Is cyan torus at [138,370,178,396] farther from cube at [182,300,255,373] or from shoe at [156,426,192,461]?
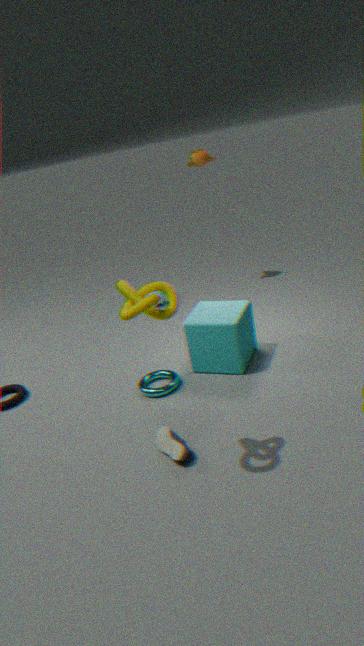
shoe at [156,426,192,461]
